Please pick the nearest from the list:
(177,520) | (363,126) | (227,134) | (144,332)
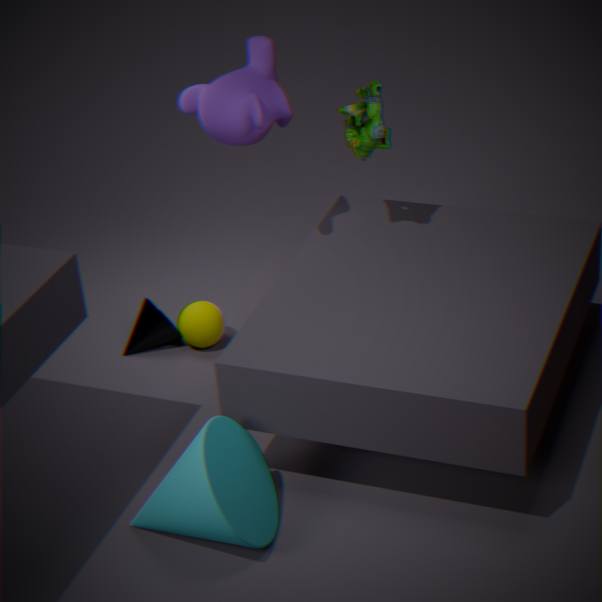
(177,520)
